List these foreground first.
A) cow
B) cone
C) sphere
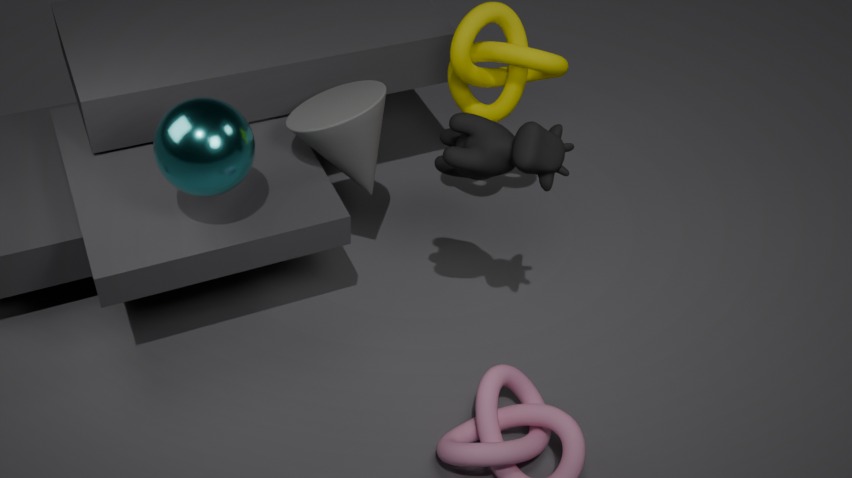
cow → sphere → cone
